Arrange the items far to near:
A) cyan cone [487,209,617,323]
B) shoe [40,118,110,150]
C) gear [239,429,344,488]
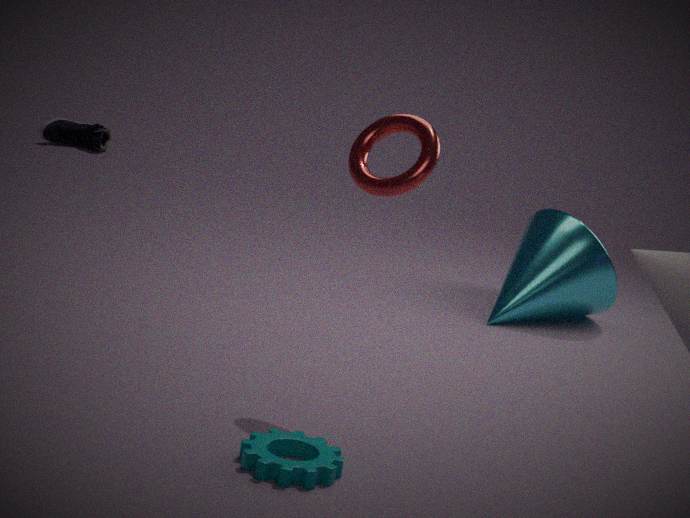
shoe [40,118,110,150] < cyan cone [487,209,617,323] < gear [239,429,344,488]
